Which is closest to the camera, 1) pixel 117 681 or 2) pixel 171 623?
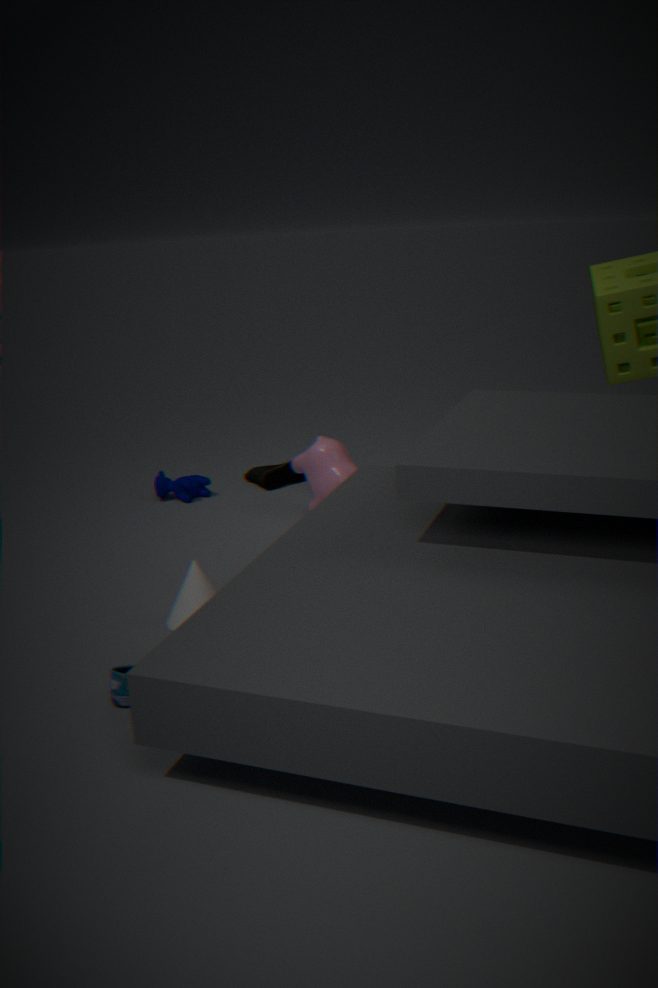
1. pixel 117 681
